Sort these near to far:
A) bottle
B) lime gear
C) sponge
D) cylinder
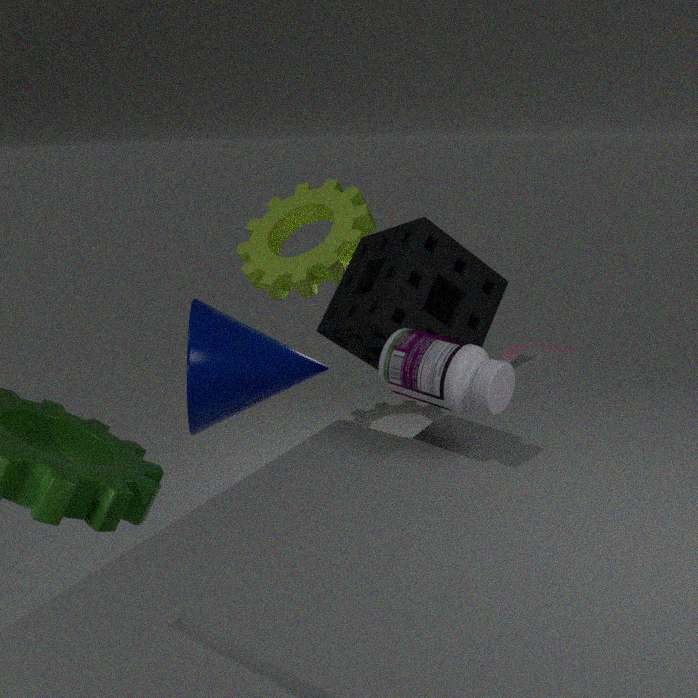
bottle → sponge → lime gear → cylinder
